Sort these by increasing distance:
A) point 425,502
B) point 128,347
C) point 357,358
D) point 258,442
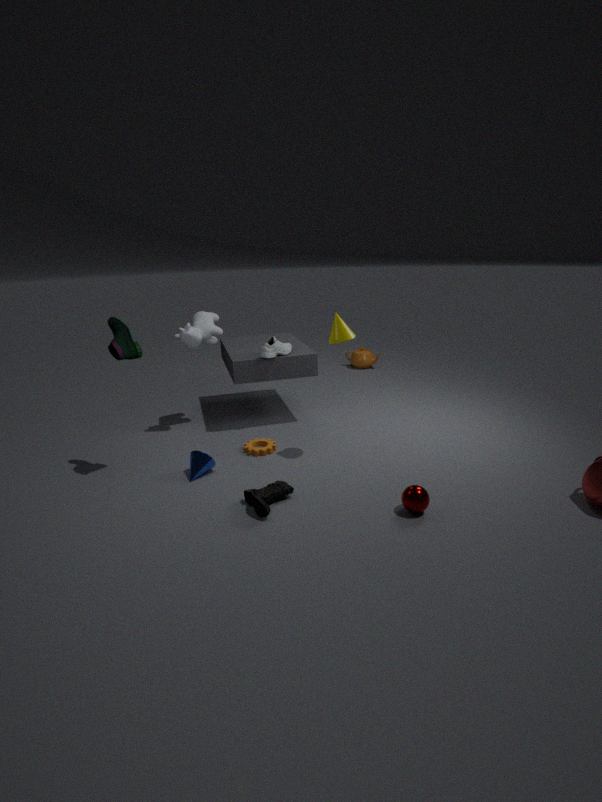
1. A. point 425,502
2. B. point 128,347
3. D. point 258,442
4. C. point 357,358
